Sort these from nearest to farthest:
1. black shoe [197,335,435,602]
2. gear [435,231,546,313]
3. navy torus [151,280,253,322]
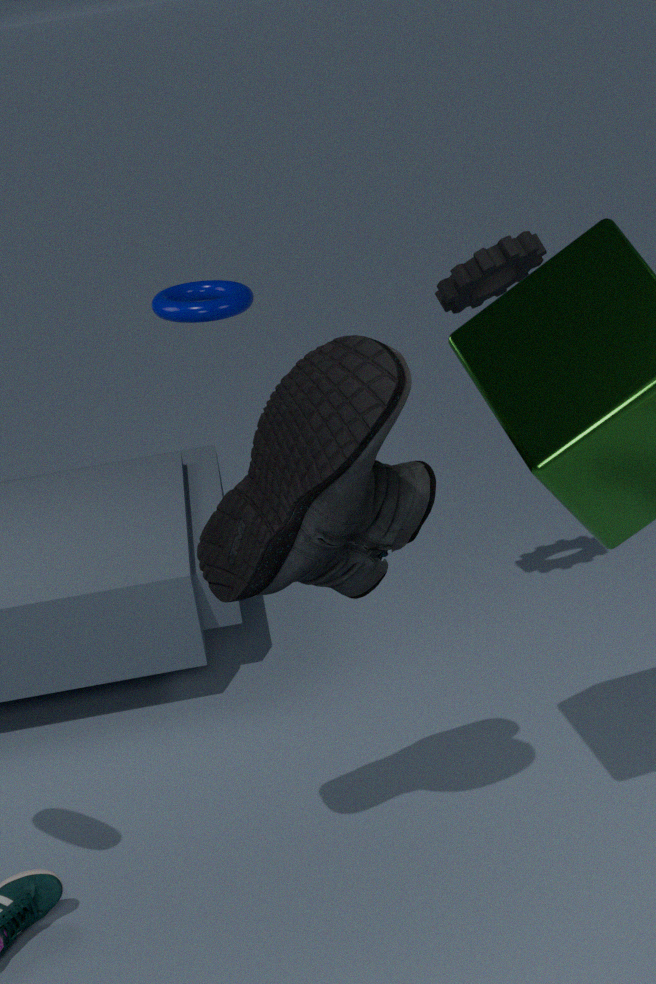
black shoe [197,335,435,602] → gear [435,231,546,313] → navy torus [151,280,253,322]
